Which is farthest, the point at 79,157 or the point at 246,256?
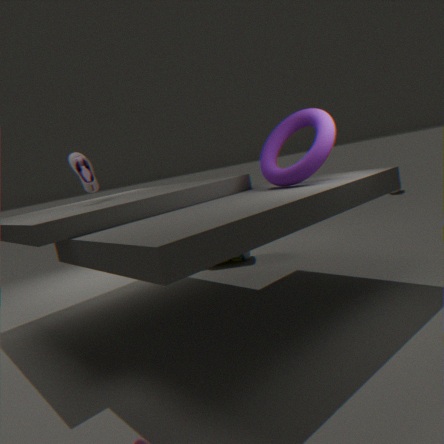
the point at 246,256
